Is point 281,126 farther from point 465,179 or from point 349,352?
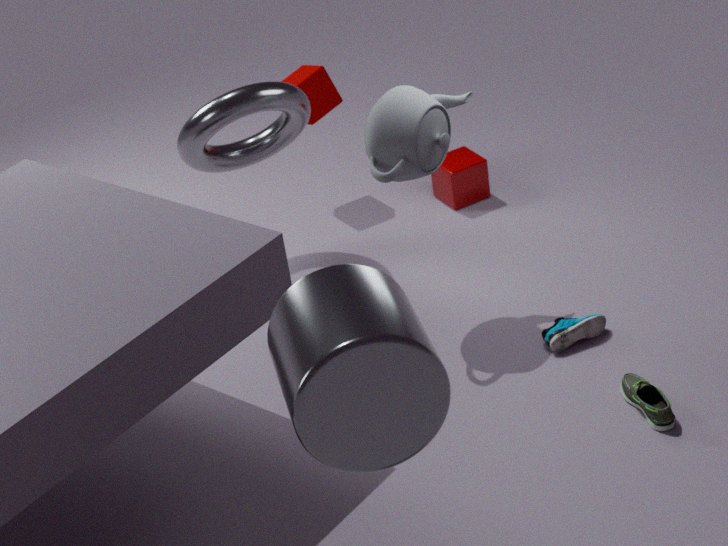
point 349,352
